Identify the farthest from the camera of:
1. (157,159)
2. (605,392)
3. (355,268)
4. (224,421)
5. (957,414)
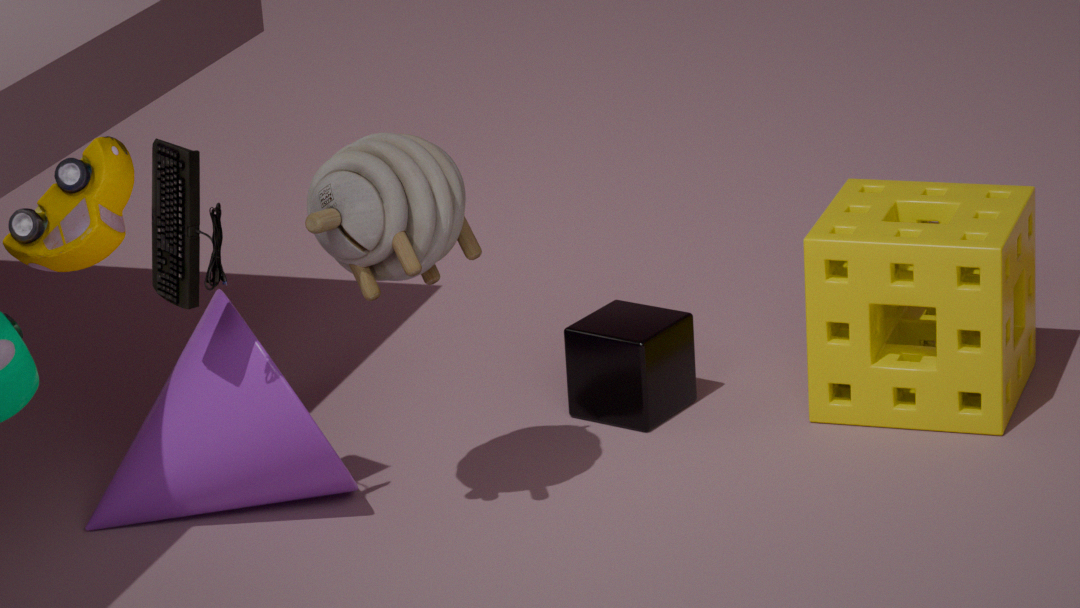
(605,392)
